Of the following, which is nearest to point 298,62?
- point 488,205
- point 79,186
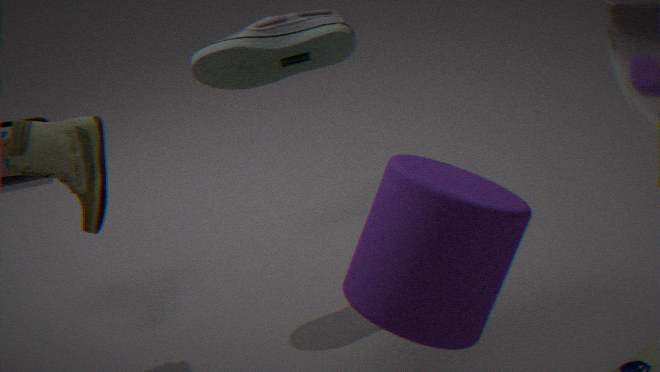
point 79,186
